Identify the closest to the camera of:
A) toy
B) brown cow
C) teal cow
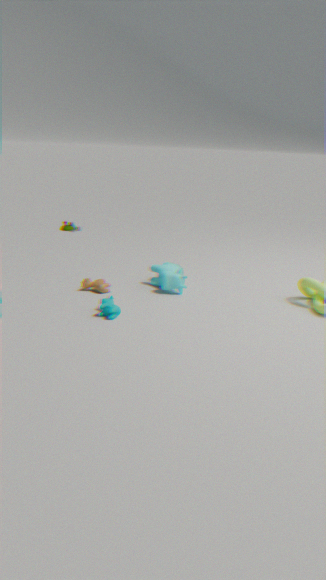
teal cow
